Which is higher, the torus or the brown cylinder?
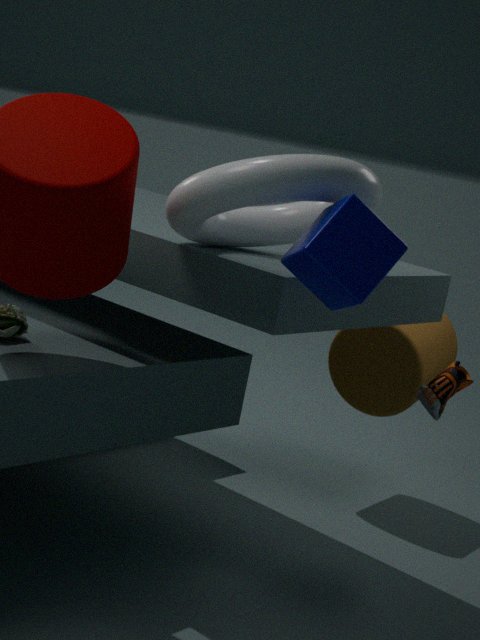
the torus
